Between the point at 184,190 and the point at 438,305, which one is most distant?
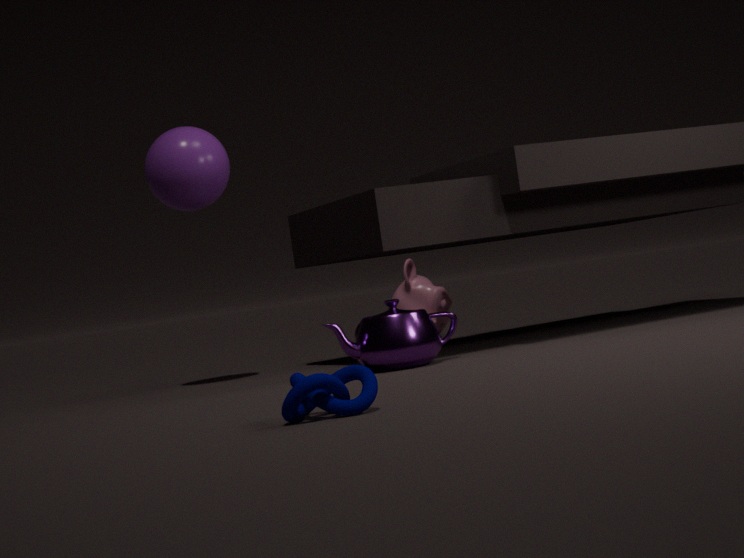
the point at 438,305
